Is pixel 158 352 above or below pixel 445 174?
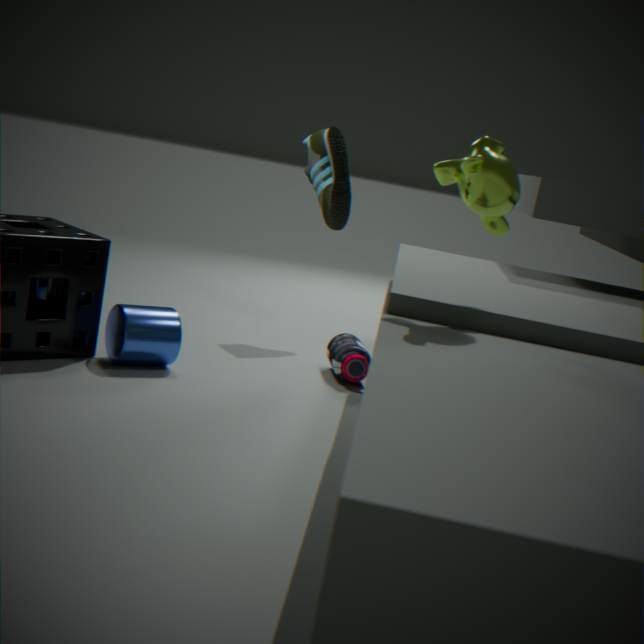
below
